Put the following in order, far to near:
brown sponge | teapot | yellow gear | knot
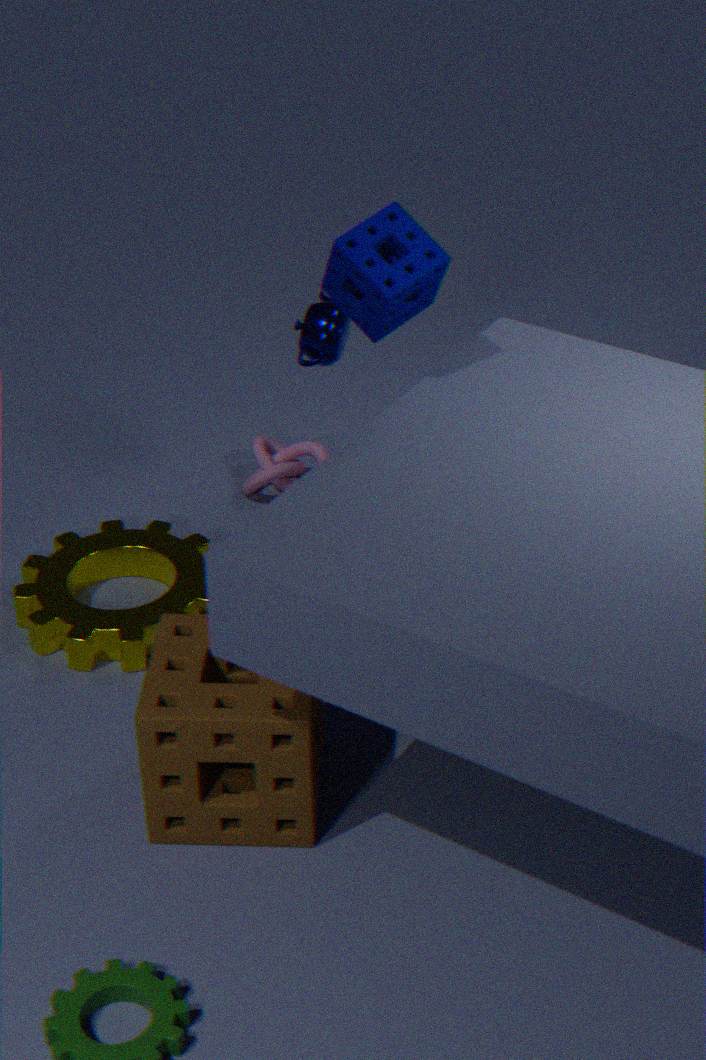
knot
yellow gear
teapot
brown sponge
